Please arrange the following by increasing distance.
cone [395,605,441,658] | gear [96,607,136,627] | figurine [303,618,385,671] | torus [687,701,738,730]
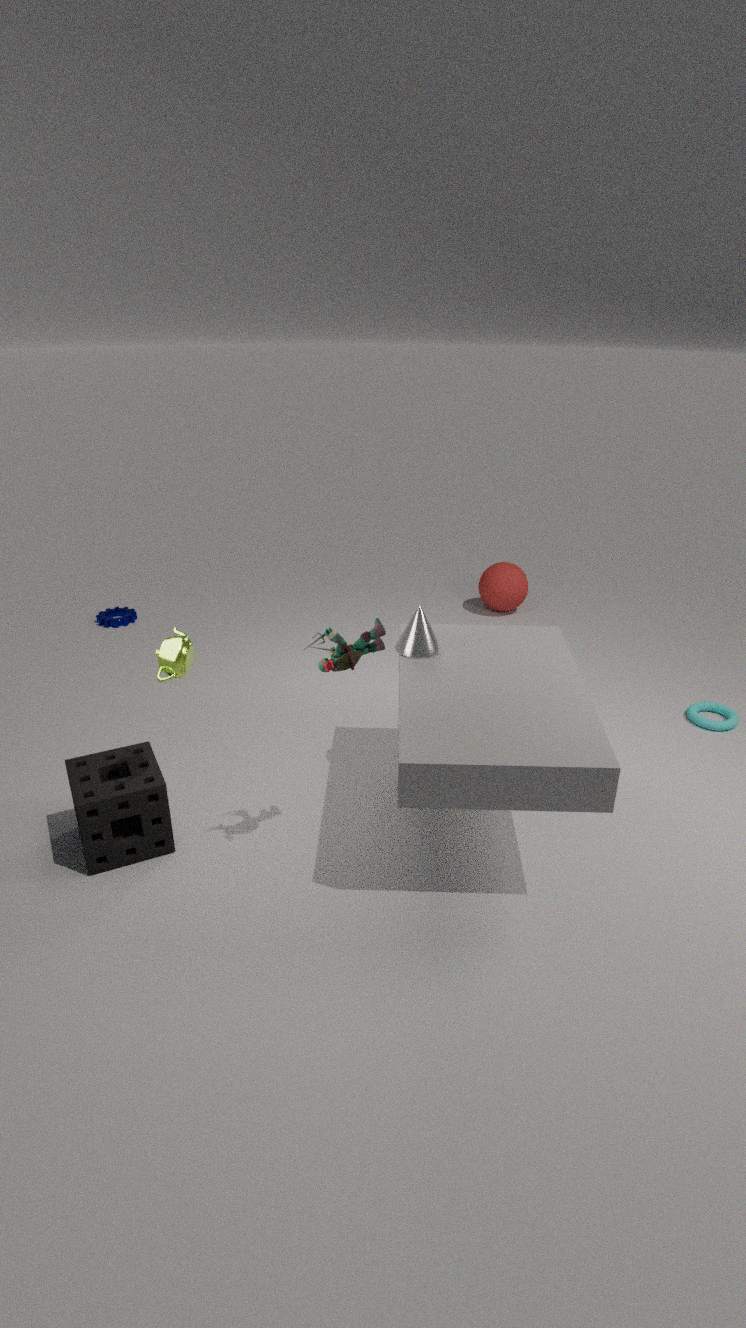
figurine [303,618,385,671], cone [395,605,441,658], torus [687,701,738,730], gear [96,607,136,627]
